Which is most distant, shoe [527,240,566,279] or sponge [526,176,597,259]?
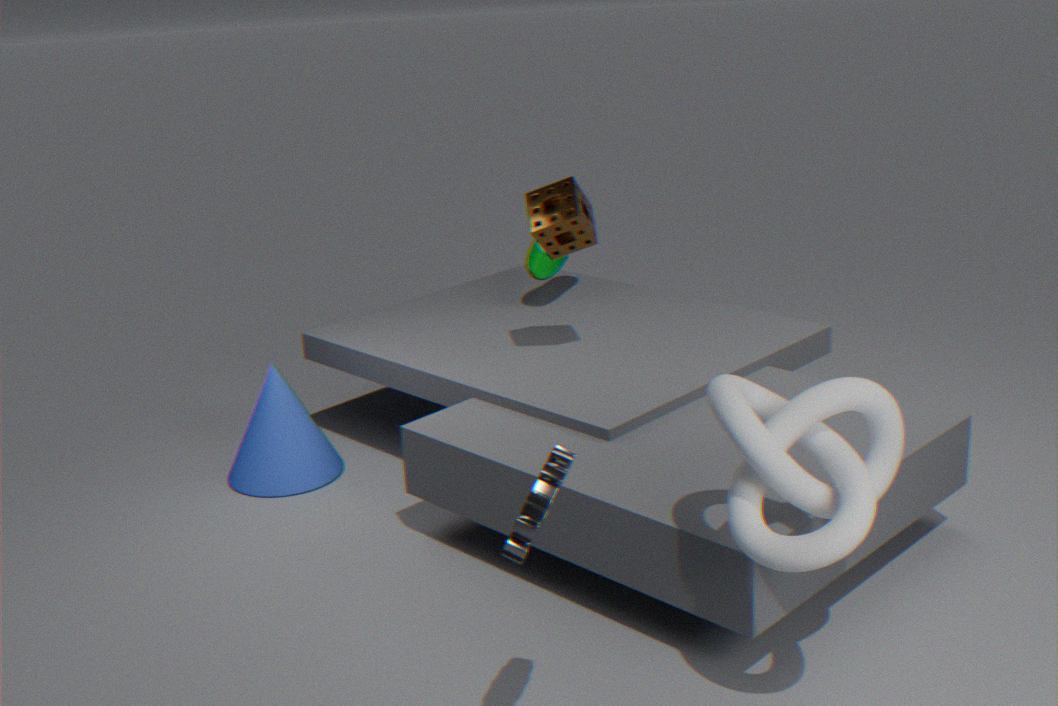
shoe [527,240,566,279]
